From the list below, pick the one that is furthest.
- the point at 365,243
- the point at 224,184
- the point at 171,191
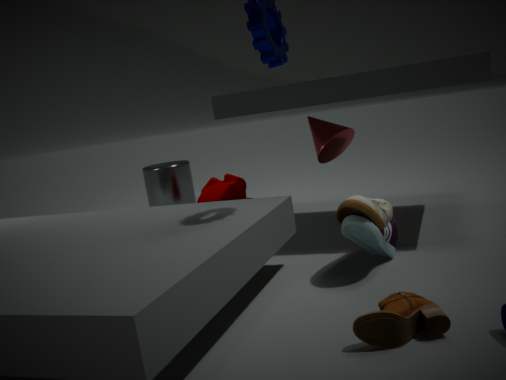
the point at 171,191
